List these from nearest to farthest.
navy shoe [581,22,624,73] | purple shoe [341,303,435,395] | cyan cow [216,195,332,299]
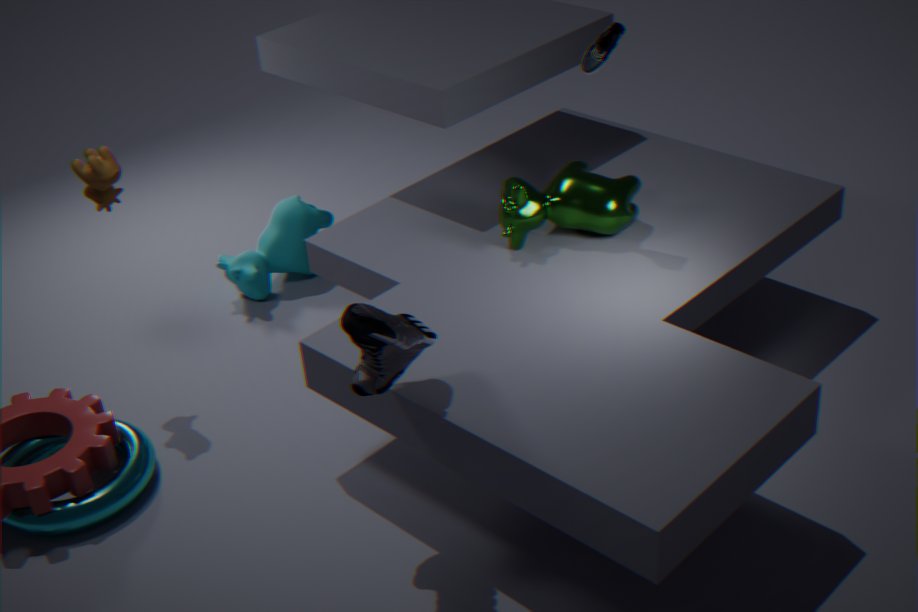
purple shoe [341,303,435,395], navy shoe [581,22,624,73], cyan cow [216,195,332,299]
